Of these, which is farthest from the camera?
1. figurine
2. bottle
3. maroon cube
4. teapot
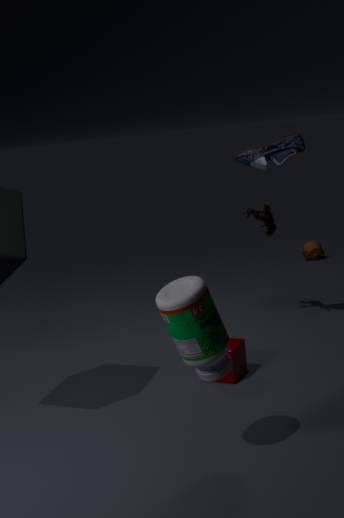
teapot
